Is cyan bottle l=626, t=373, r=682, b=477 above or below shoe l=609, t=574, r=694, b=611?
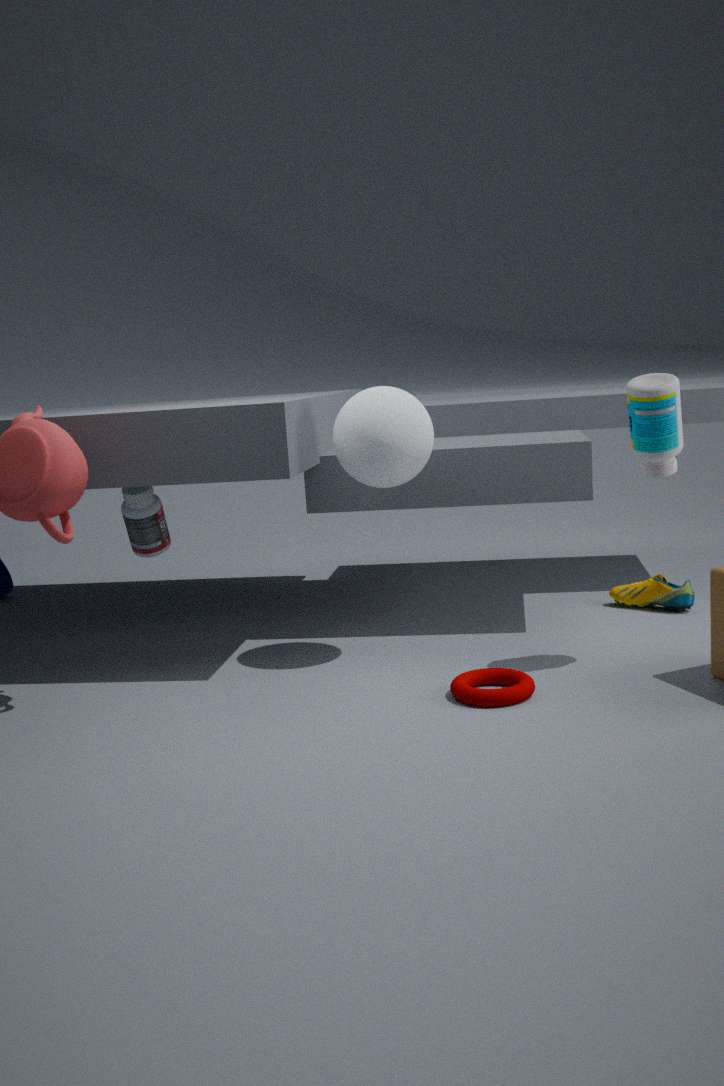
above
